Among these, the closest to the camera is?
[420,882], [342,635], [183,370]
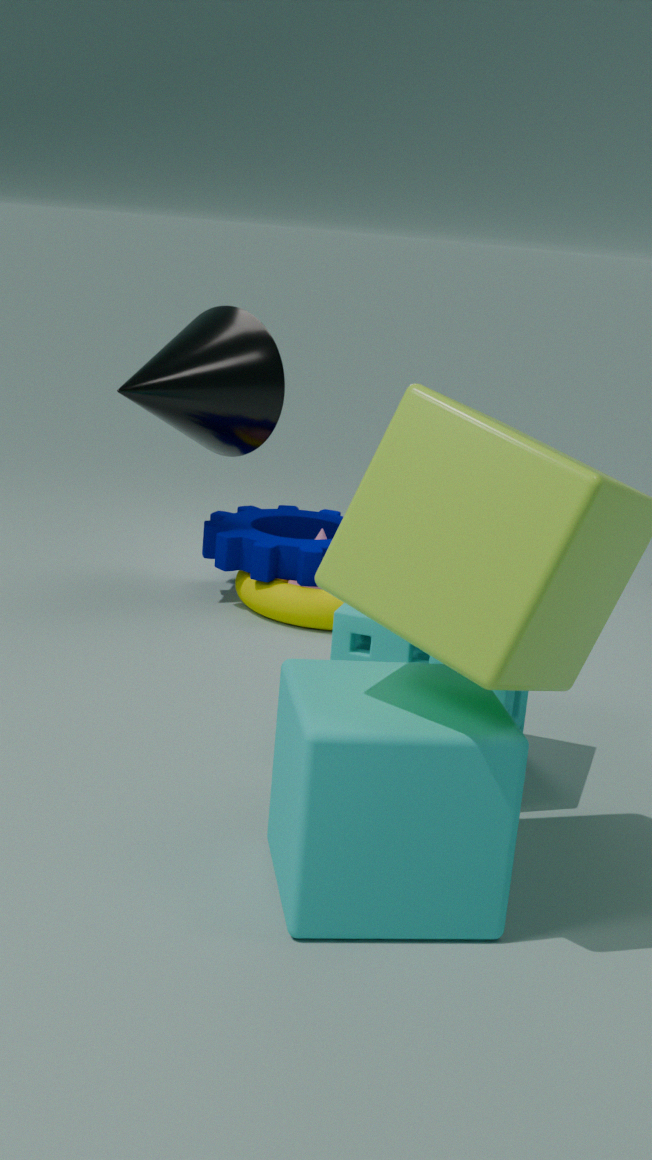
[420,882]
